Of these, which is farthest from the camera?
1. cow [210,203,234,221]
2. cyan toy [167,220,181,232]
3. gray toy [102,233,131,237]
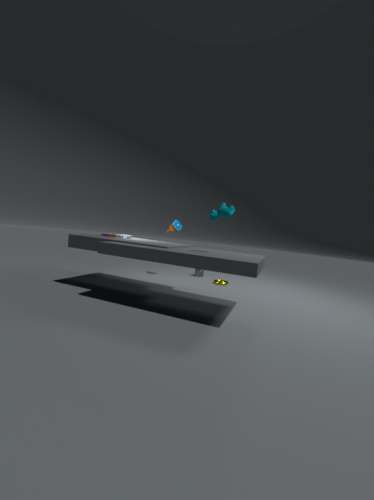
cyan toy [167,220,181,232]
